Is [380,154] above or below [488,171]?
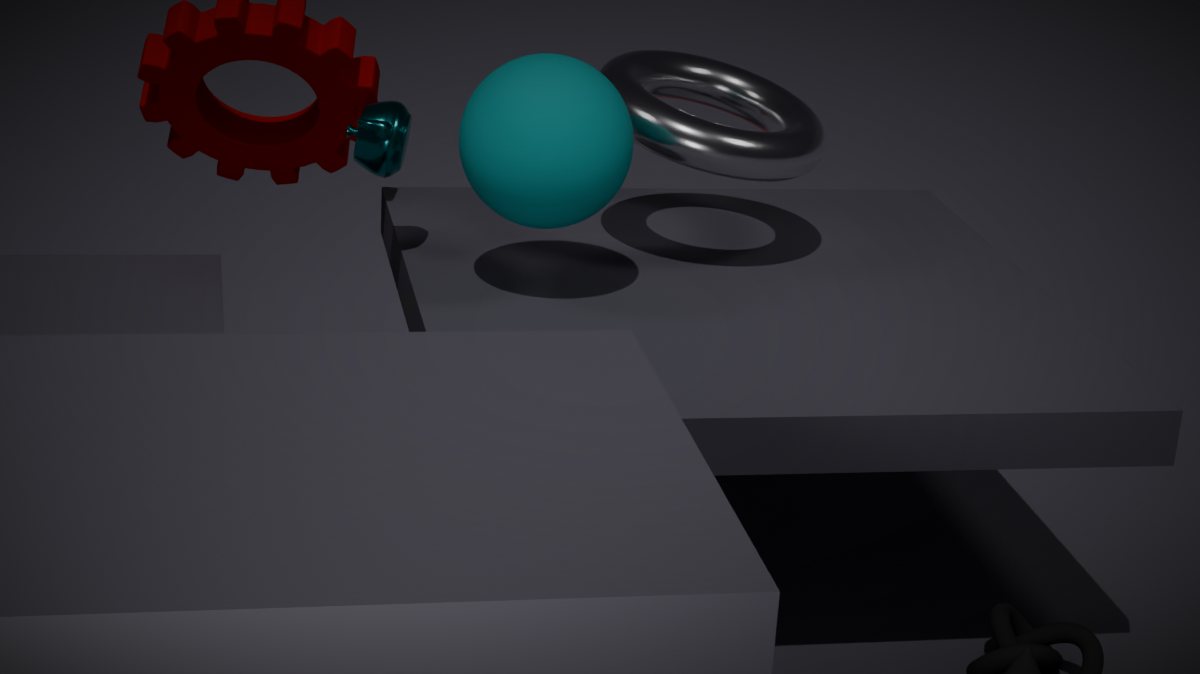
below
